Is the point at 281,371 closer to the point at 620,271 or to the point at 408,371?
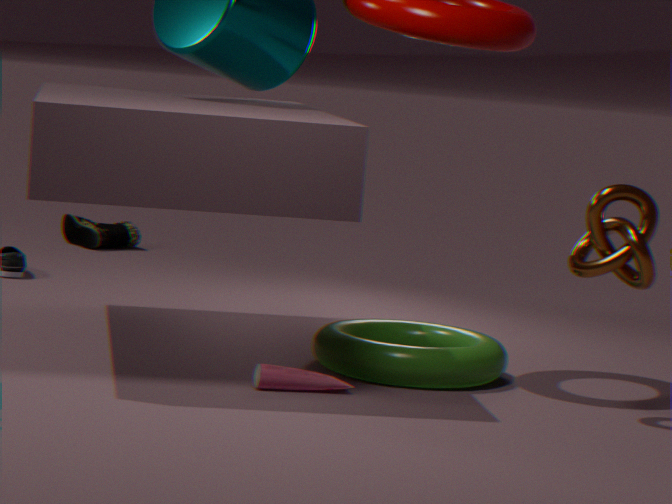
the point at 408,371
